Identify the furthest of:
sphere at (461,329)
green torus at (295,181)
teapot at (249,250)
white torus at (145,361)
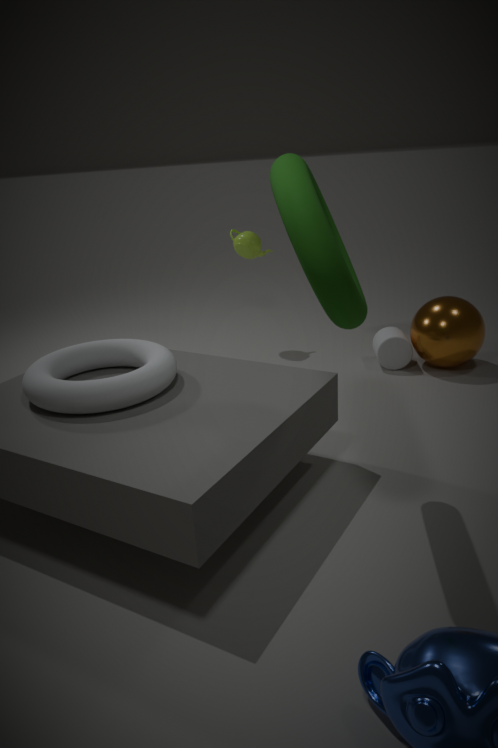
teapot at (249,250)
